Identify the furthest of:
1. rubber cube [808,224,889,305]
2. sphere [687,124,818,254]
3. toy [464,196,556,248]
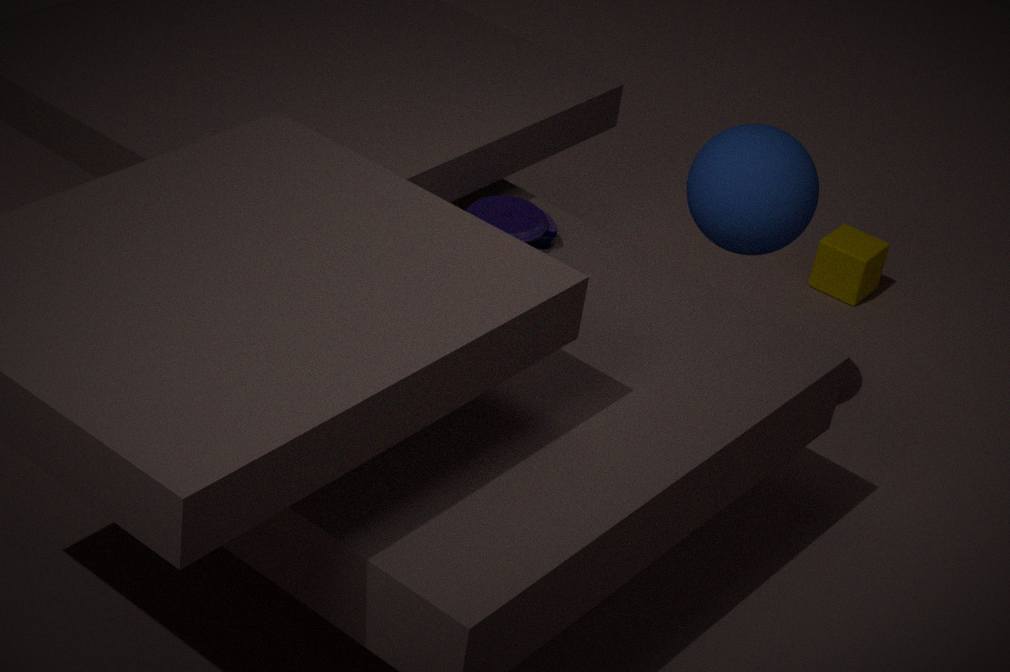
rubber cube [808,224,889,305]
